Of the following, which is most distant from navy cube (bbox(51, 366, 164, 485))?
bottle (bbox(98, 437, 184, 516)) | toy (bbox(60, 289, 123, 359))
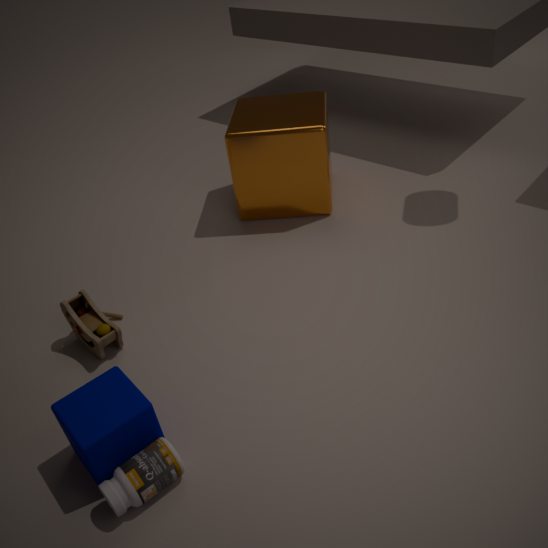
toy (bbox(60, 289, 123, 359))
